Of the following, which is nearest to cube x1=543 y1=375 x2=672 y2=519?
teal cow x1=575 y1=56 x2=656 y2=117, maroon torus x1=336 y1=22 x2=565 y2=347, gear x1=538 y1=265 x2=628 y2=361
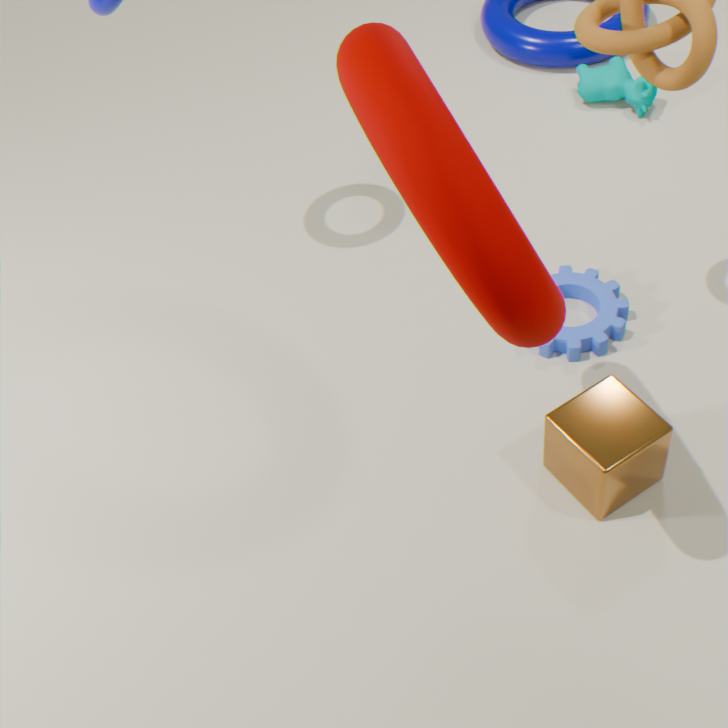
gear x1=538 y1=265 x2=628 y2=361
